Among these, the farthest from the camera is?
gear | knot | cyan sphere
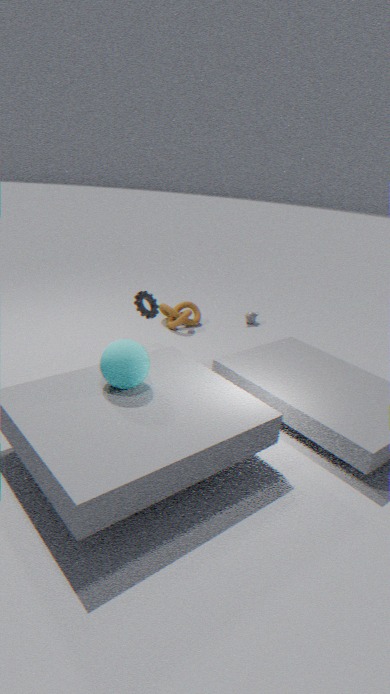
knot
